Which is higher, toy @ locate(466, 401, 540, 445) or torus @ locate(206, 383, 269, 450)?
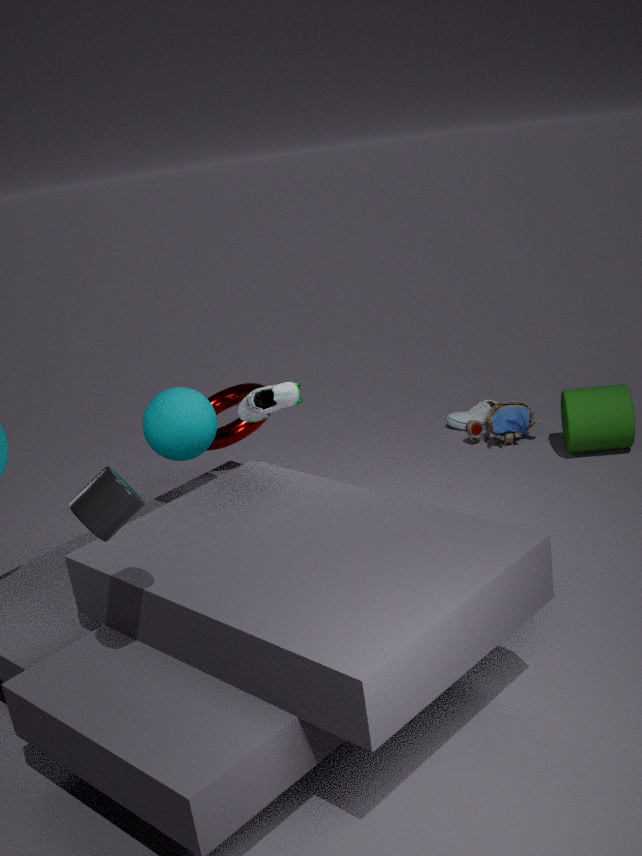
torus @ locate(206, 383, 269, 450)
